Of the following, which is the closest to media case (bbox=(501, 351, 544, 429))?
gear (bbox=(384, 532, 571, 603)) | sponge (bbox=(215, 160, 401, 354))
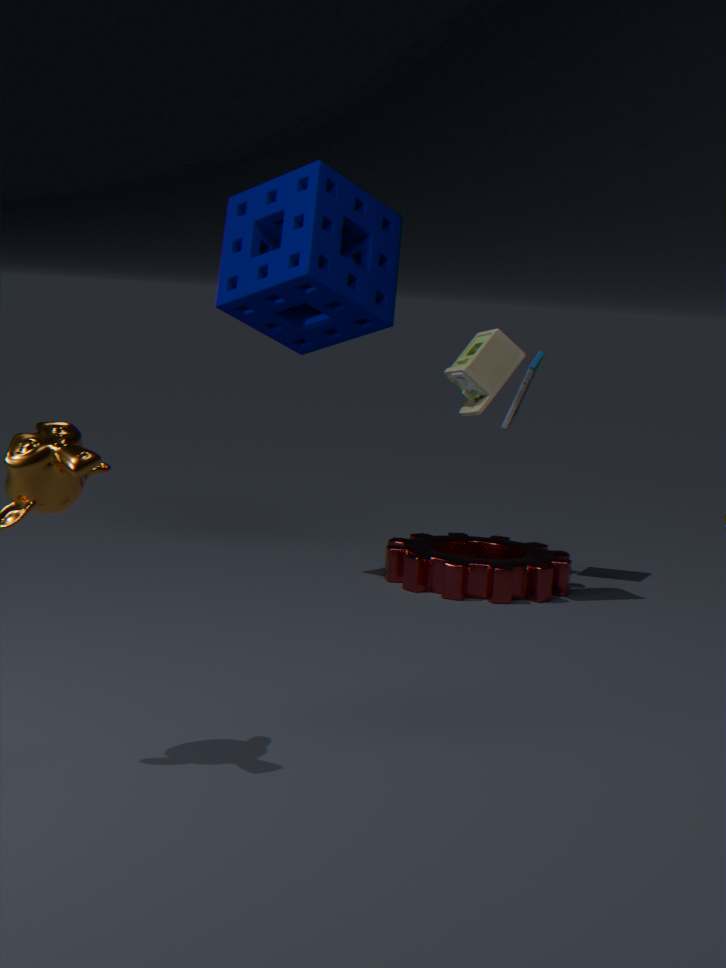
gear (bbox=(384, 532, 571, 603))
